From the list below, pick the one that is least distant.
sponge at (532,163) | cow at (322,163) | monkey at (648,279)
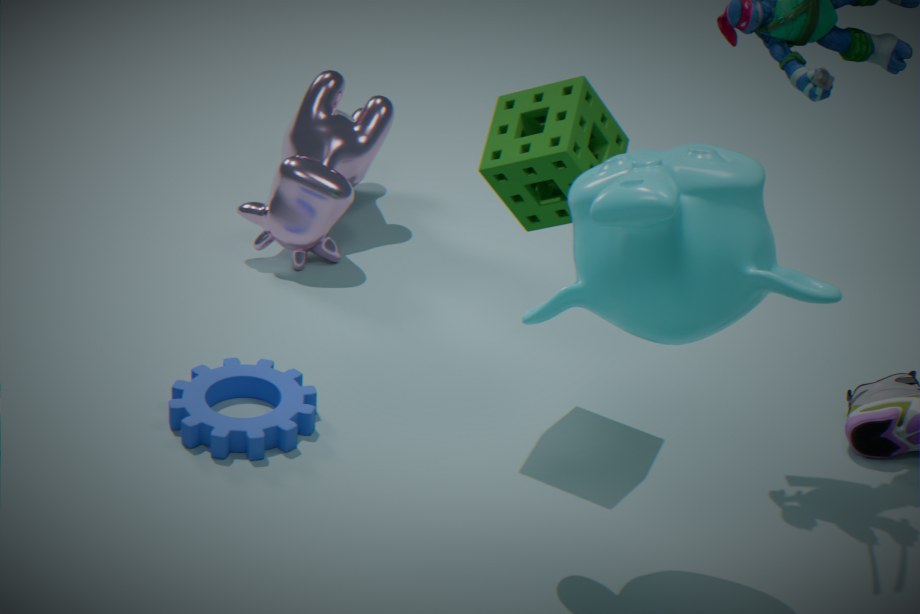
monkey at (648,279)
